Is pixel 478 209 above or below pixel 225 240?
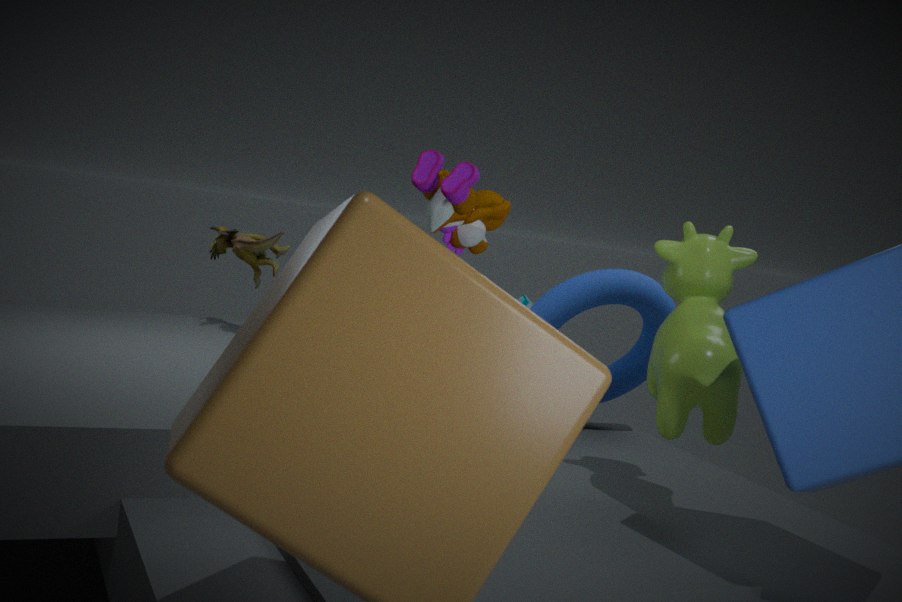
above
